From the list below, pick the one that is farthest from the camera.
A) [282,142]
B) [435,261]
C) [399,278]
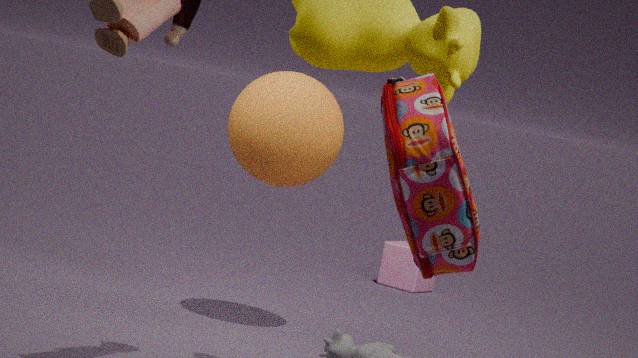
[399,278]
